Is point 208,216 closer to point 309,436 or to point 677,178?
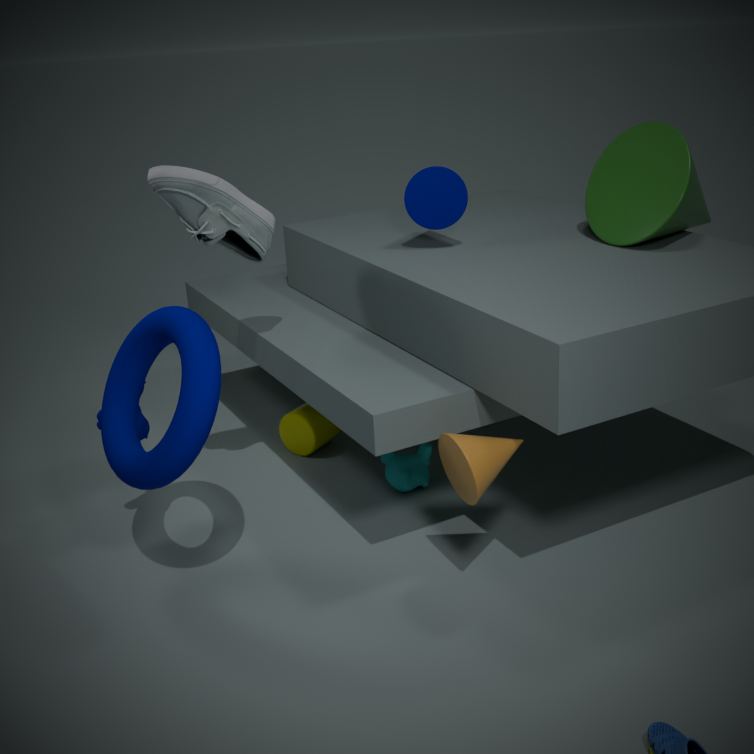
point 309,436
